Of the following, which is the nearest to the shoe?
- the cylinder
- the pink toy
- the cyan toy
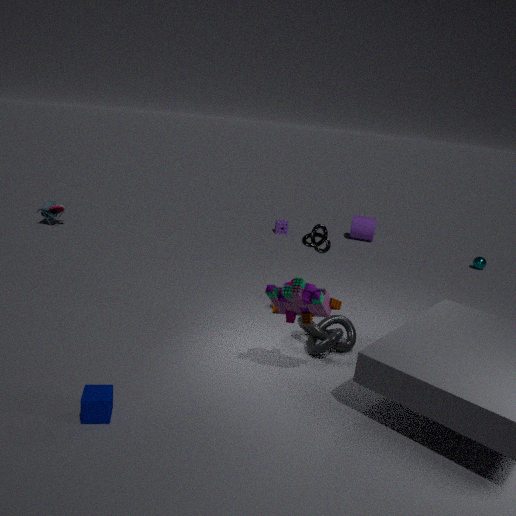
the cyan toy
